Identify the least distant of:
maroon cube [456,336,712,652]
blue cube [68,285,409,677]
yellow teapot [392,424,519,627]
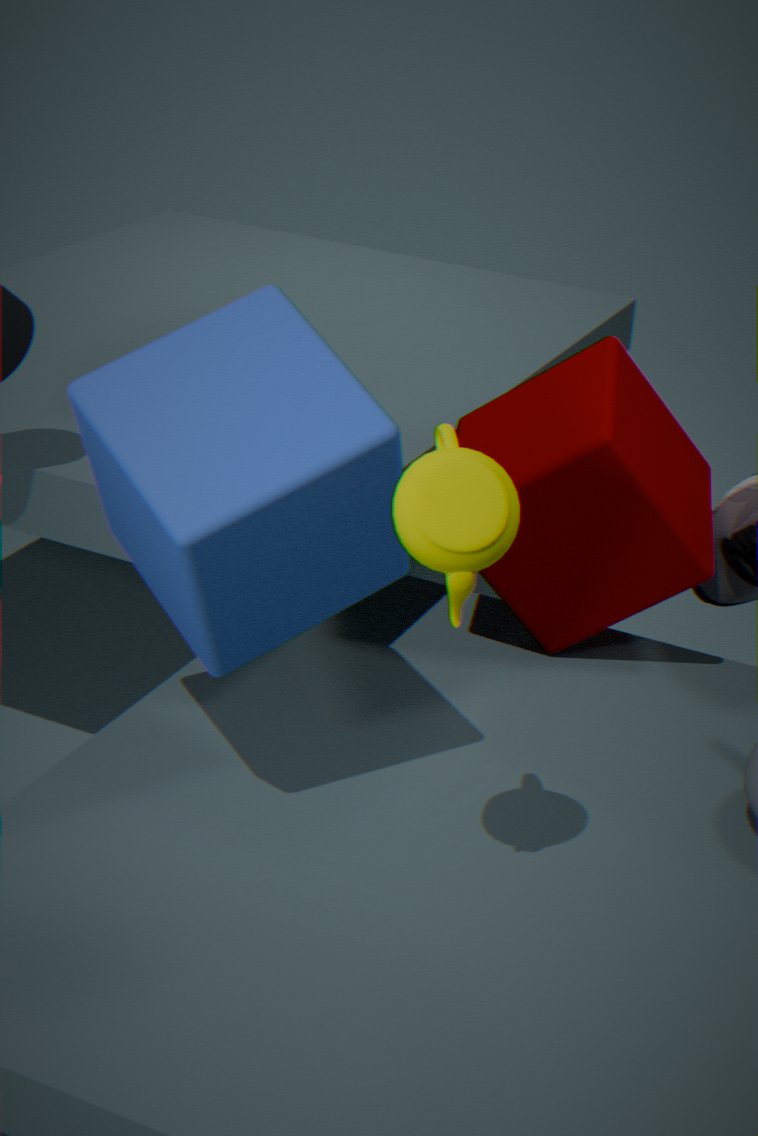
yellow teapot [392,424,519,627]
